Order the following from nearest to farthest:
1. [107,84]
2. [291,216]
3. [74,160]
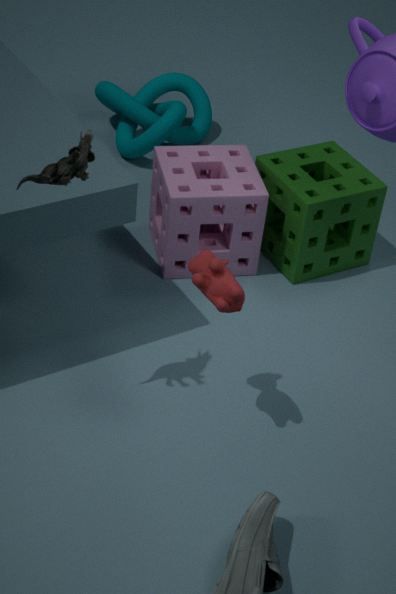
[74,160], [291,216], [107,84]
